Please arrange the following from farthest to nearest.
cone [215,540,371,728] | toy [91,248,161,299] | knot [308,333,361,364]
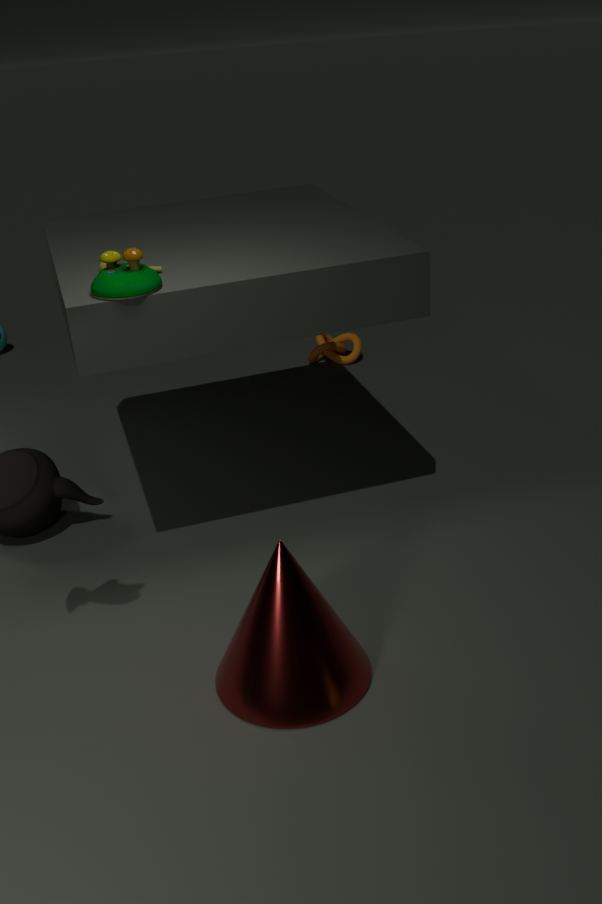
1. knot [308,333,361,364]
2. toy [91,248,161,299]
3. cone [215,540,371,728]
